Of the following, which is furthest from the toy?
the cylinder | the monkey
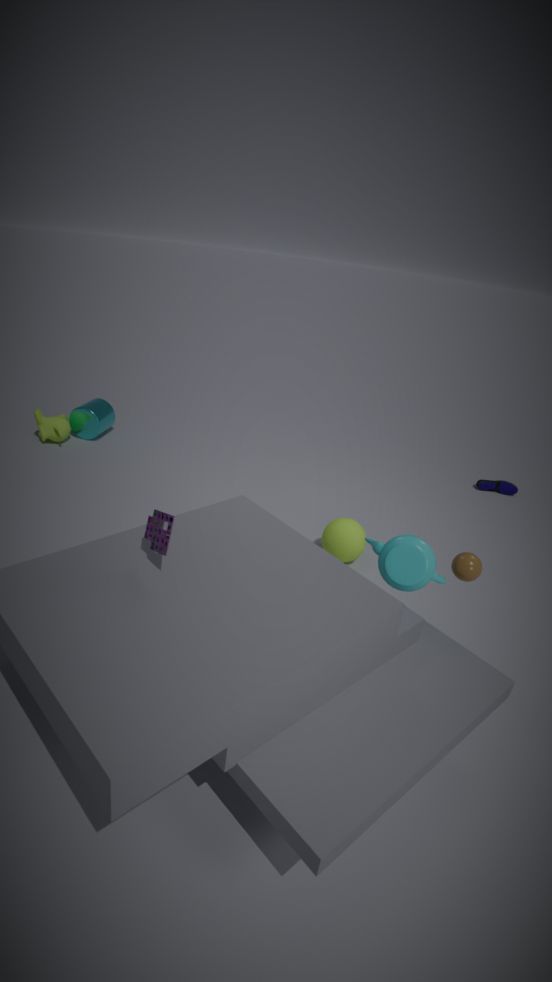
the cylinder
